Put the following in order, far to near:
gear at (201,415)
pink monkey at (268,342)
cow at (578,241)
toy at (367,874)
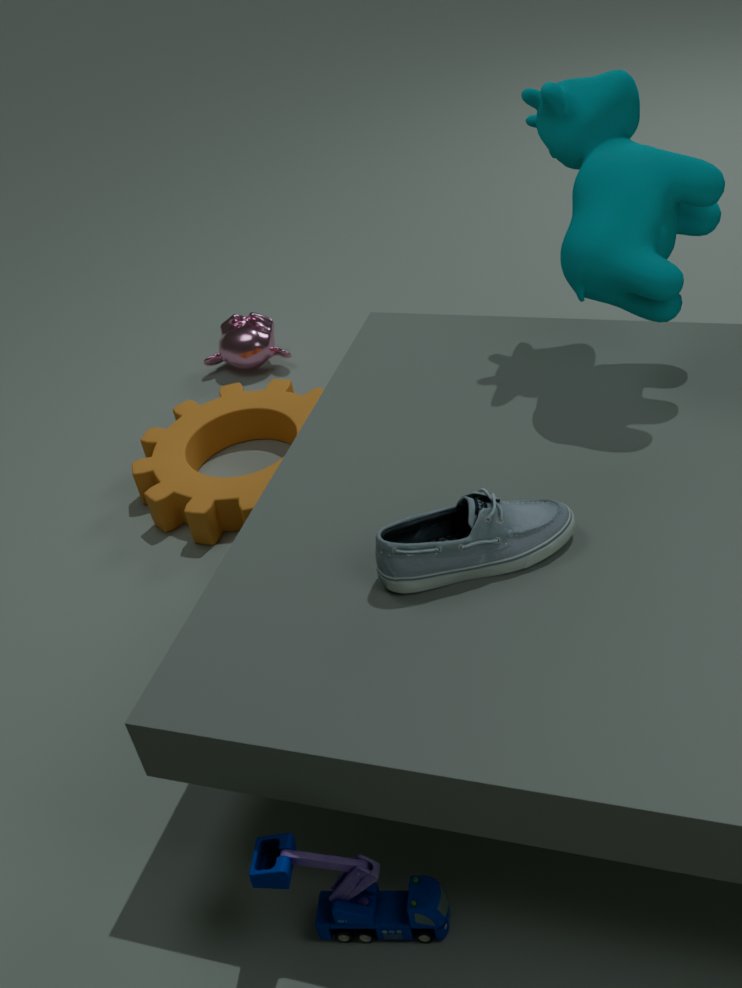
pink monkey at (268,342)
gear at (201,415)
cow at (578,241)
toy at (367,874)
